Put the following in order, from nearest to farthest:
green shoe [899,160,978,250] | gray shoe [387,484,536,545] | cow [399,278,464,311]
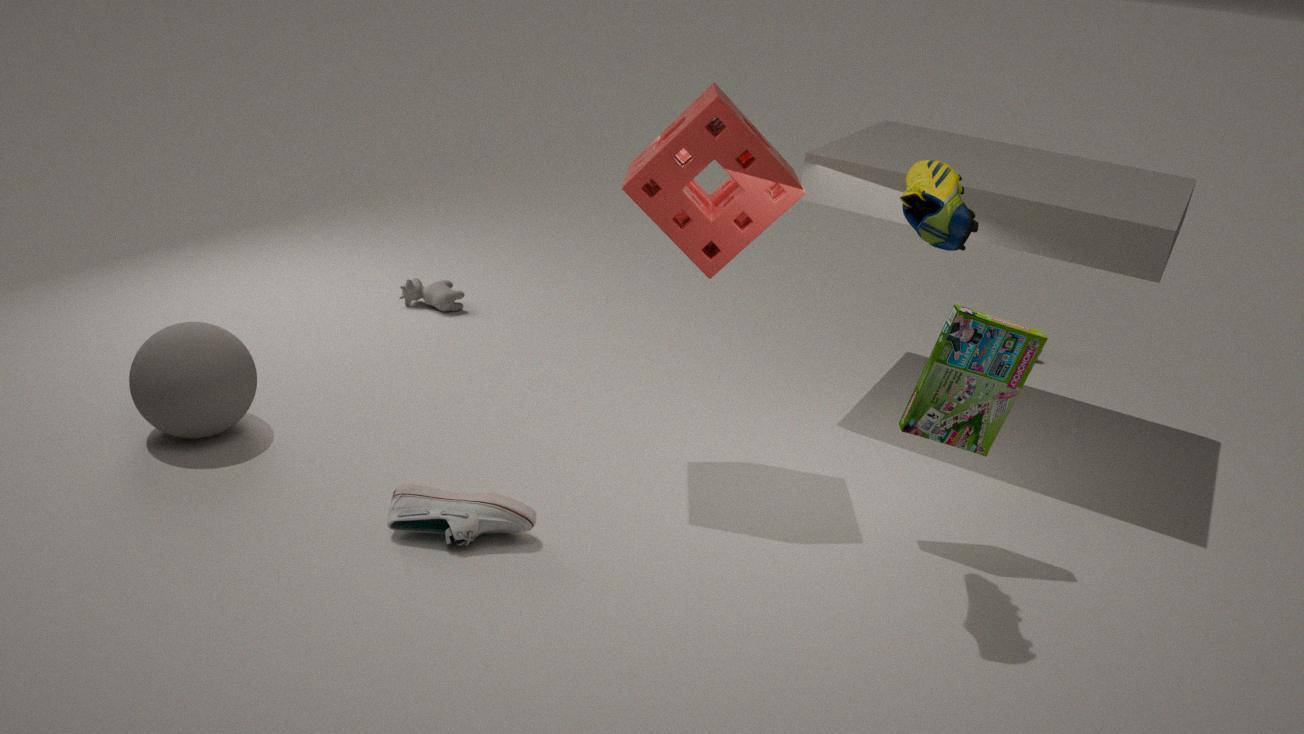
green shoe [899,160,978,250] → gray shoe [387,484,536,545] → cow [399,278,464,311]
